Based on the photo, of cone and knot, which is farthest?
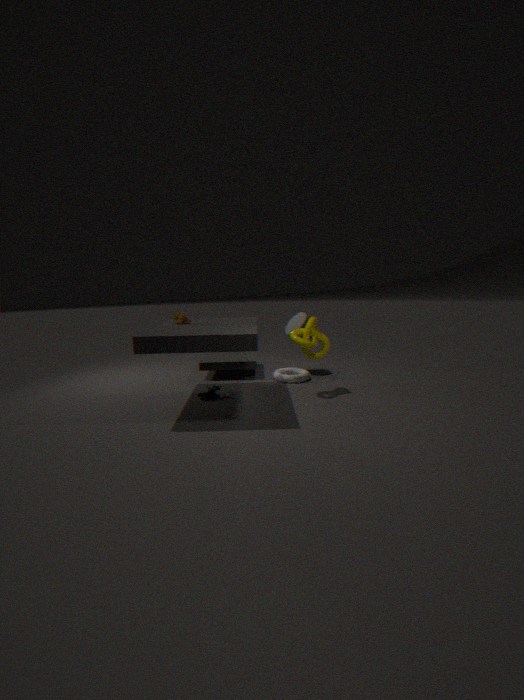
cone
